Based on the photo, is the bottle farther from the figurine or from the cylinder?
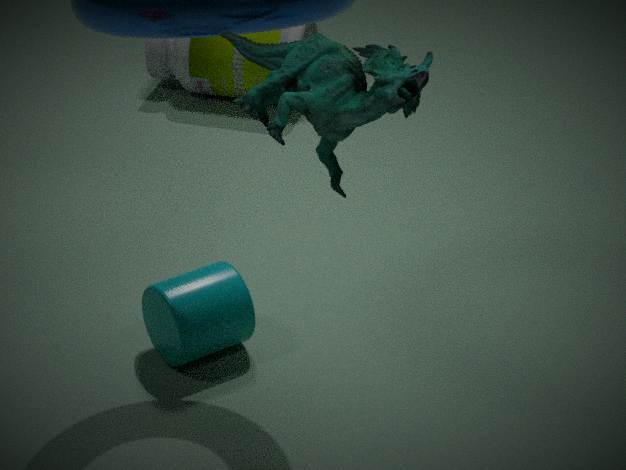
the figurine
